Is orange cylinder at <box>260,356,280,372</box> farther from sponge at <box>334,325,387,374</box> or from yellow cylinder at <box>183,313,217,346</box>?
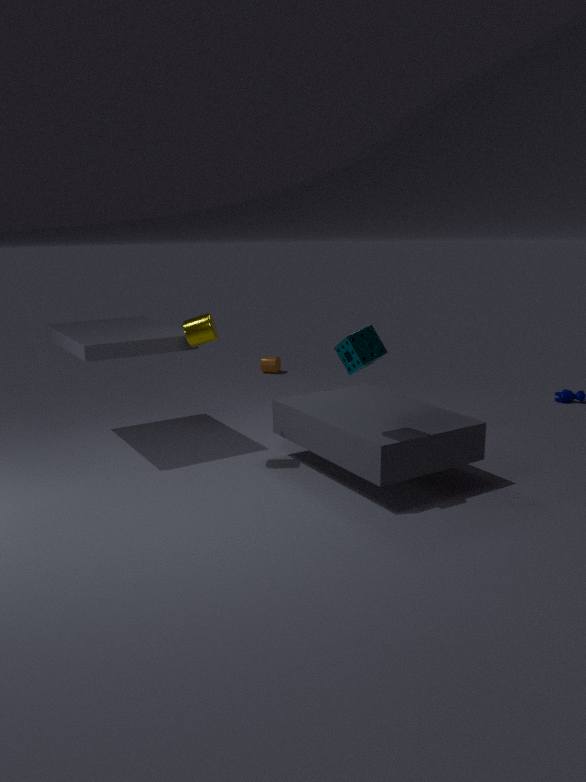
sponge at <box>334,325,387,374</box>
